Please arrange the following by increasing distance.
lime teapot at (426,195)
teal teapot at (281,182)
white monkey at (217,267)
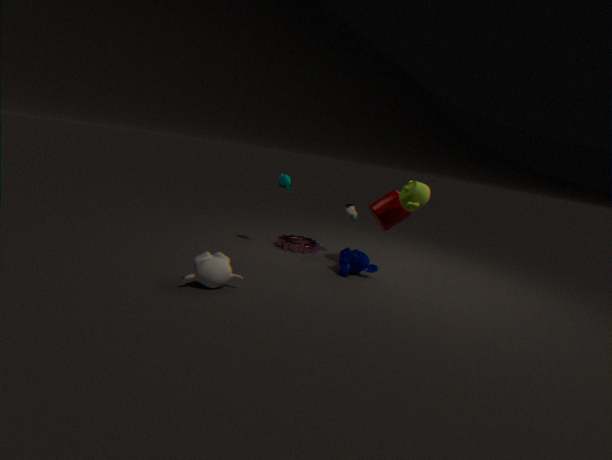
1. white monkey at (217,267)
2. lime teapot at (426,195)
3. teal teapot at (281,182)
